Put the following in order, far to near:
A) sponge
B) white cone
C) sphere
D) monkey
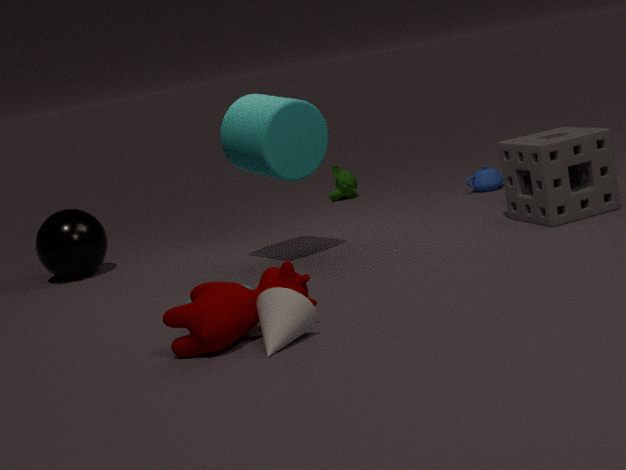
1. monkey
2. sphere
3. sponge
4. white cone
